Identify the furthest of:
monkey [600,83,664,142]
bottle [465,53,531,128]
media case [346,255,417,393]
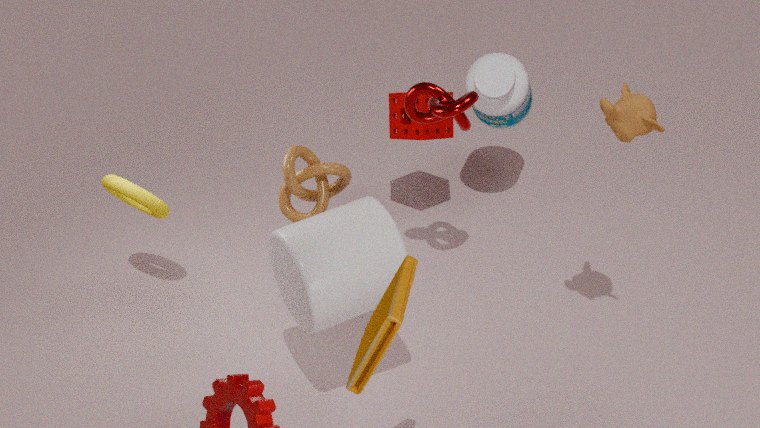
bottle [465,53,531,128]
